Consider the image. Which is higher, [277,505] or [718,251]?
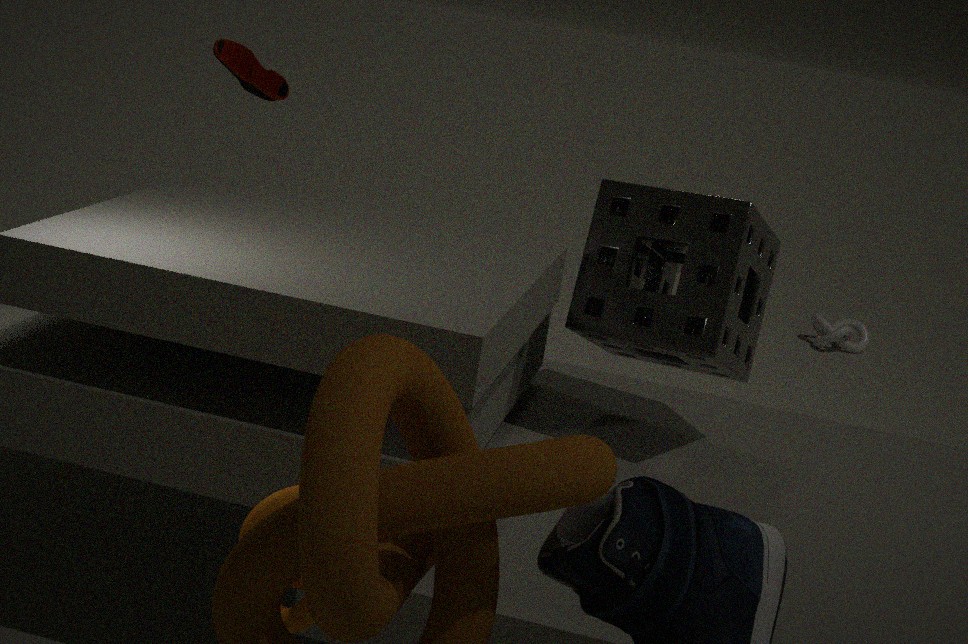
[718,251]
